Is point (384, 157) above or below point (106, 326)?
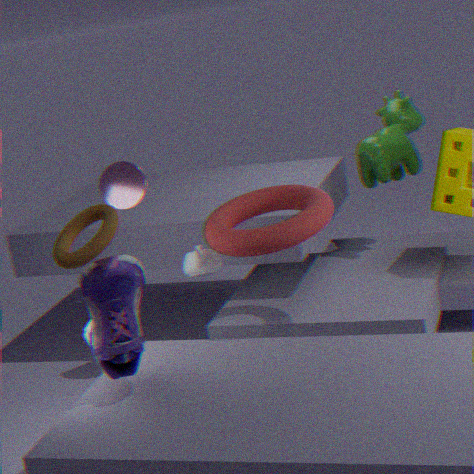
above
